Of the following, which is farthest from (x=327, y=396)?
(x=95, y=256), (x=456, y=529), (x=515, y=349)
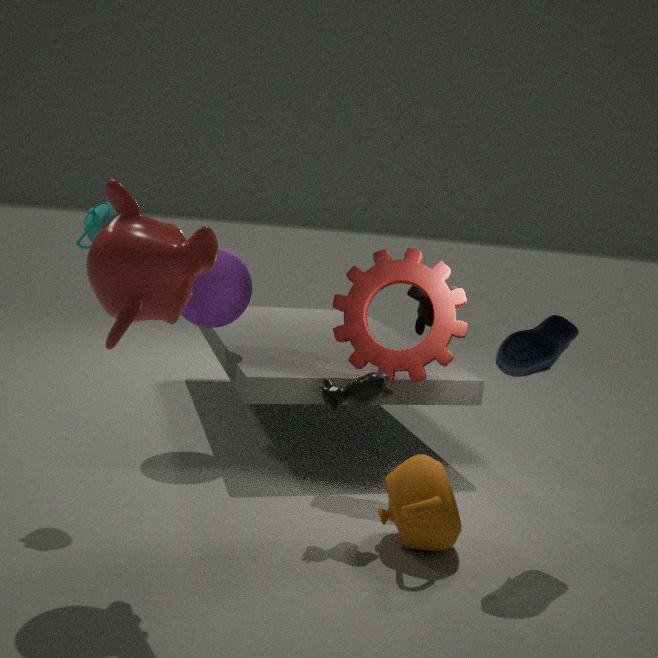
(x=95, y=256)
